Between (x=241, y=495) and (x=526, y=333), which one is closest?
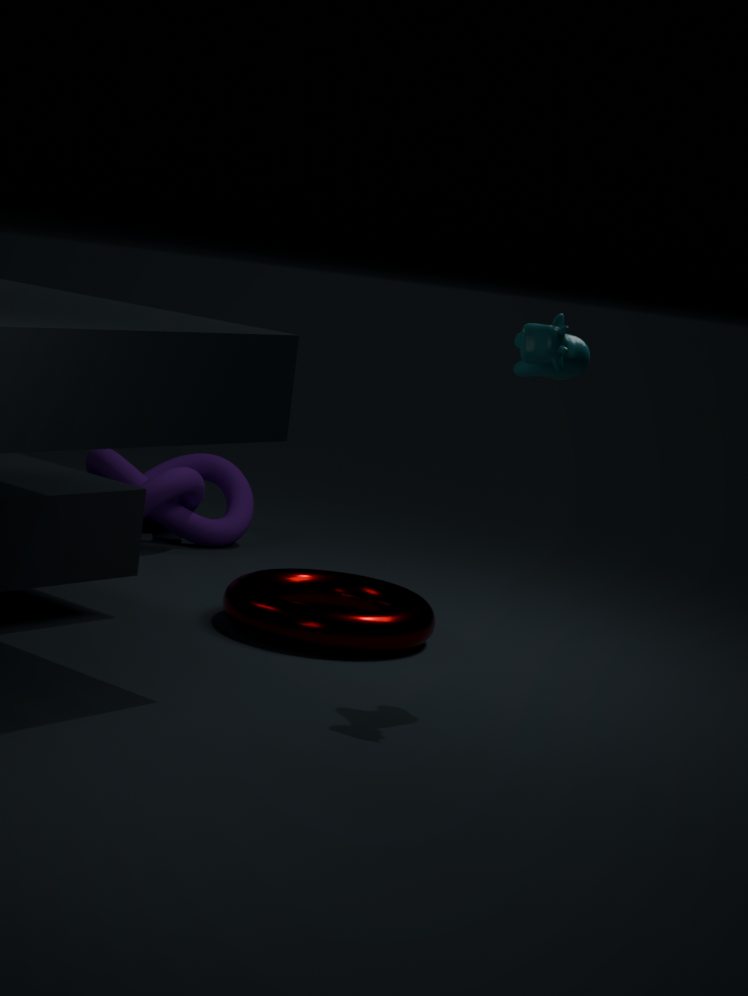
(x=526, y=333)
